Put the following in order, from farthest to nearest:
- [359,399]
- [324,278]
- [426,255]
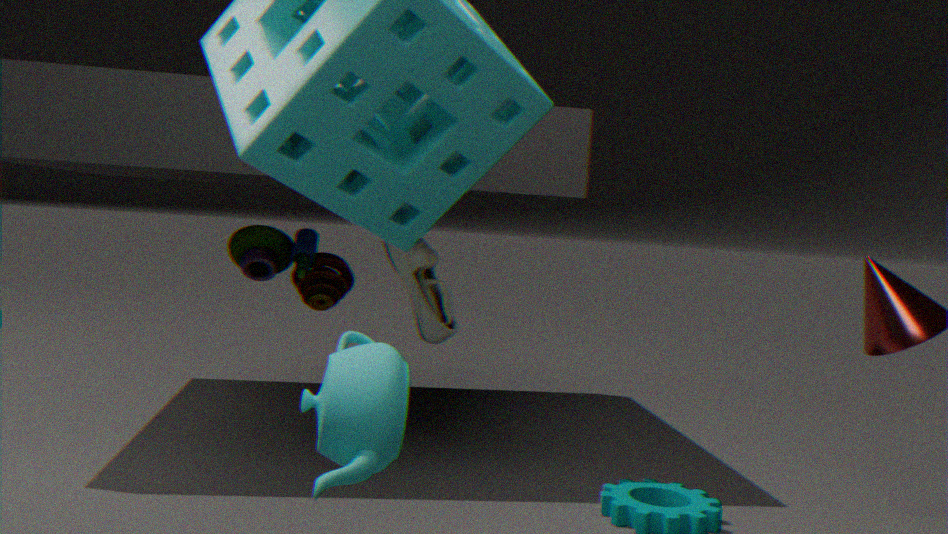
[324,278]
[426,255]
[359,399]
